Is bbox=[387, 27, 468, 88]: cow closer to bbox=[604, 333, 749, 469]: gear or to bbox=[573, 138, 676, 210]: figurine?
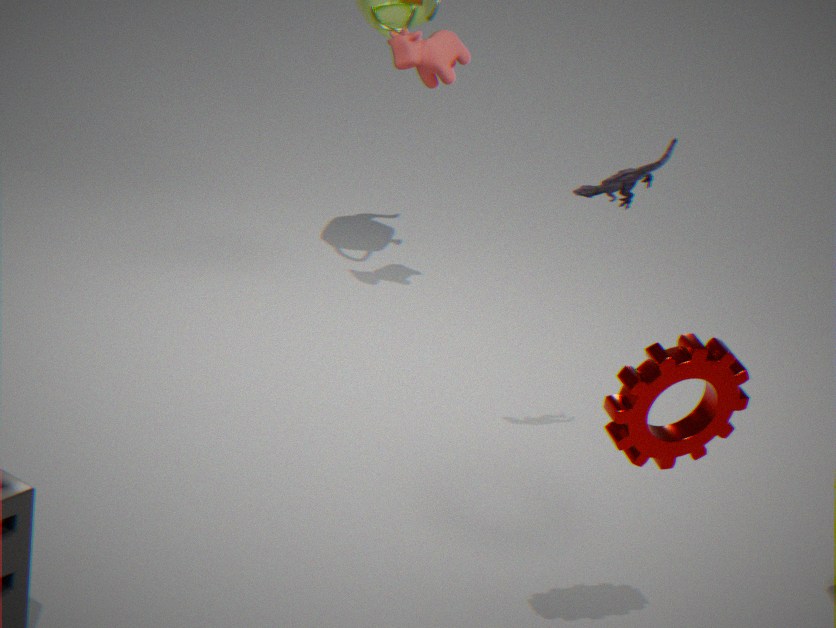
bbox=[573, 138, 676, 210]: figurine
